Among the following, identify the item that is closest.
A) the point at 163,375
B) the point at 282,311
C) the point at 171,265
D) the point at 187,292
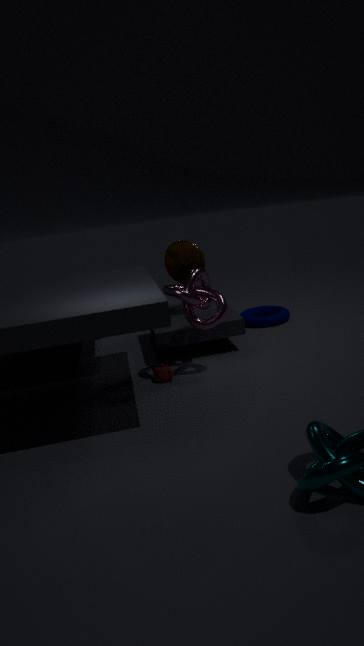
the point at 187,292
